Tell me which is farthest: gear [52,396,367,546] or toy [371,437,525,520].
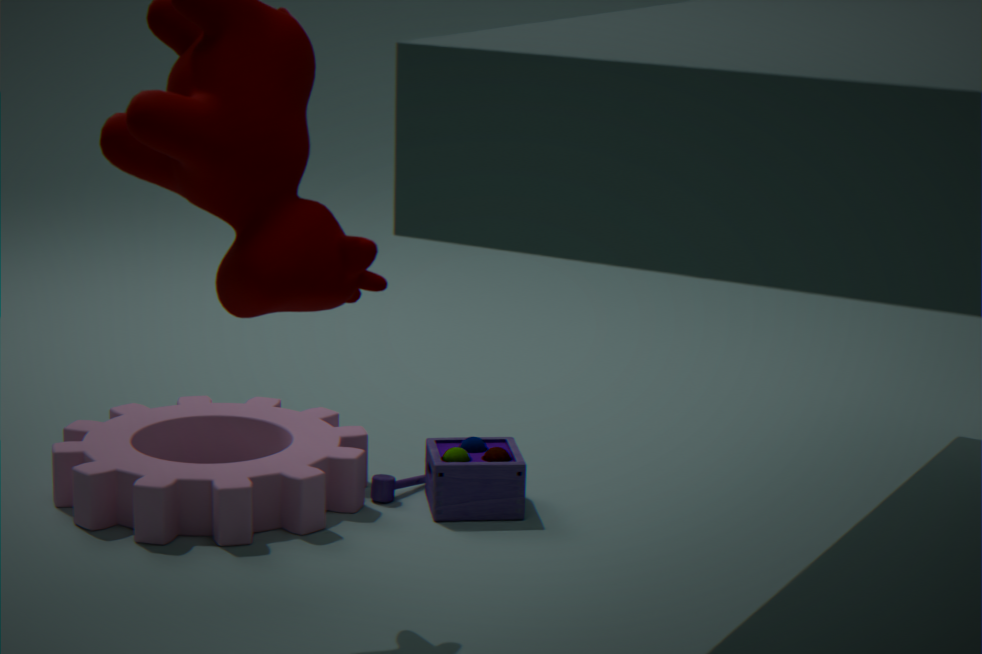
toy [371,437,525,520]
